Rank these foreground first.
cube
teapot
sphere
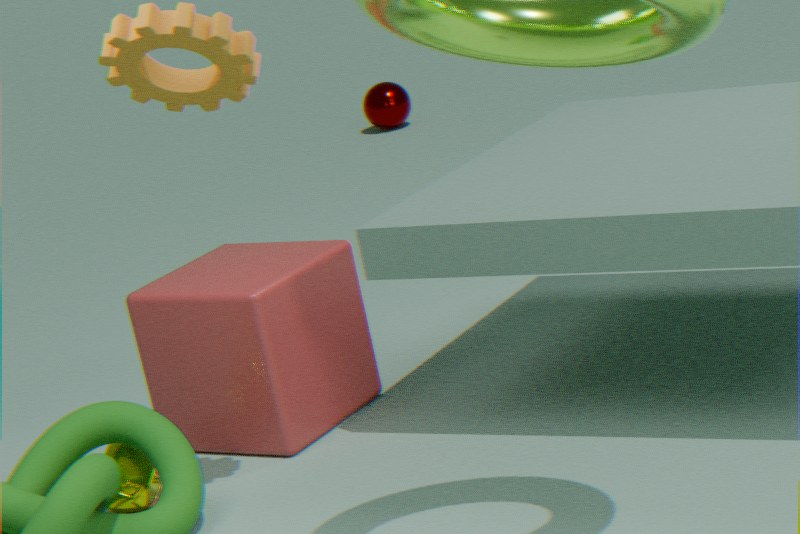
1. teapot
2. cube
3. sphere
